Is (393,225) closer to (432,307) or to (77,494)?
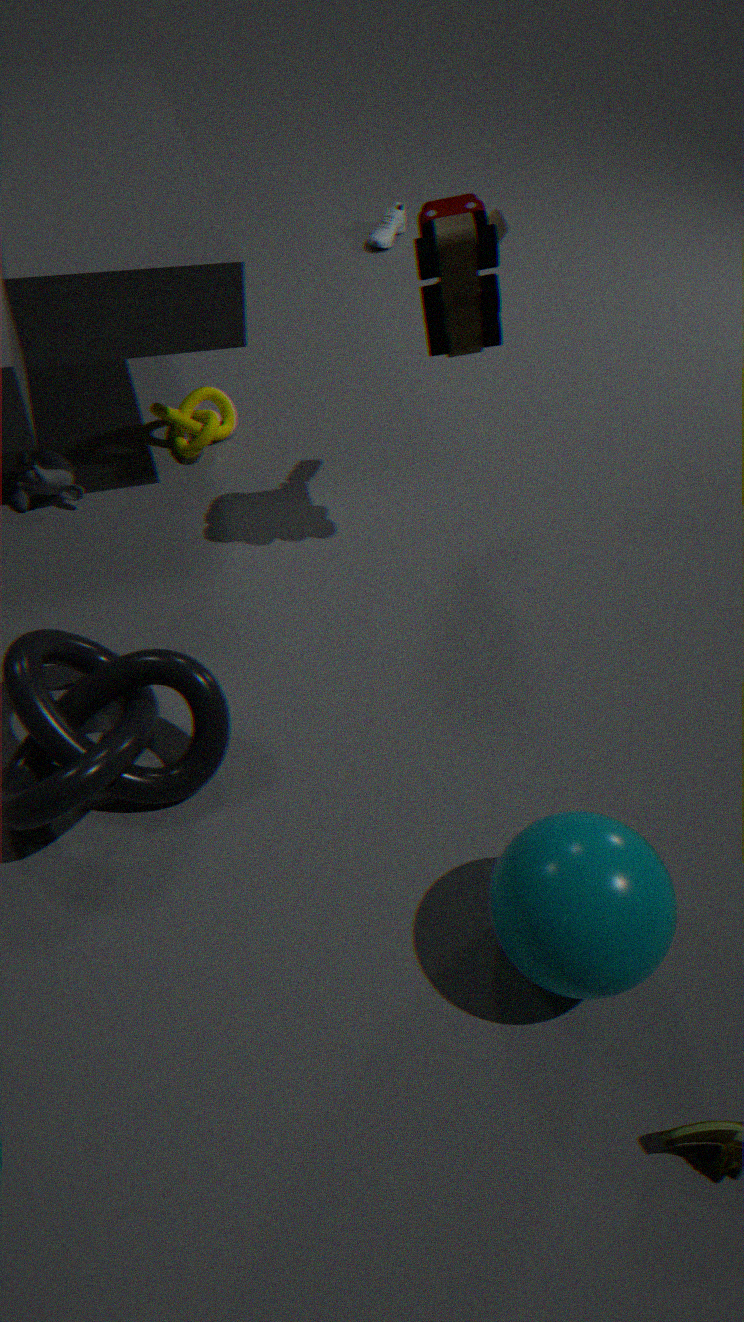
(432,307)
